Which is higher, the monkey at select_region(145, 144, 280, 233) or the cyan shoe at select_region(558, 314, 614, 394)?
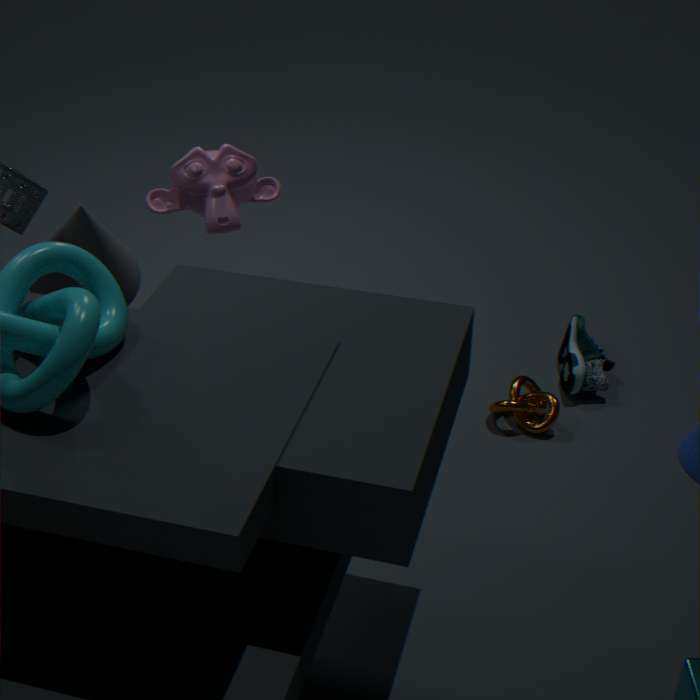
the monkey at select_region(145, 144, 280, 233)
